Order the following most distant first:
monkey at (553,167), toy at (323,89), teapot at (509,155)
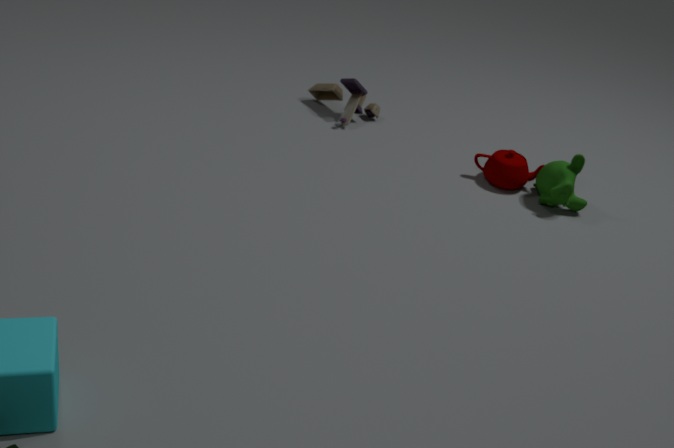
toy at (323,89) → teapot at (509,155) → monkey at (553,167)
